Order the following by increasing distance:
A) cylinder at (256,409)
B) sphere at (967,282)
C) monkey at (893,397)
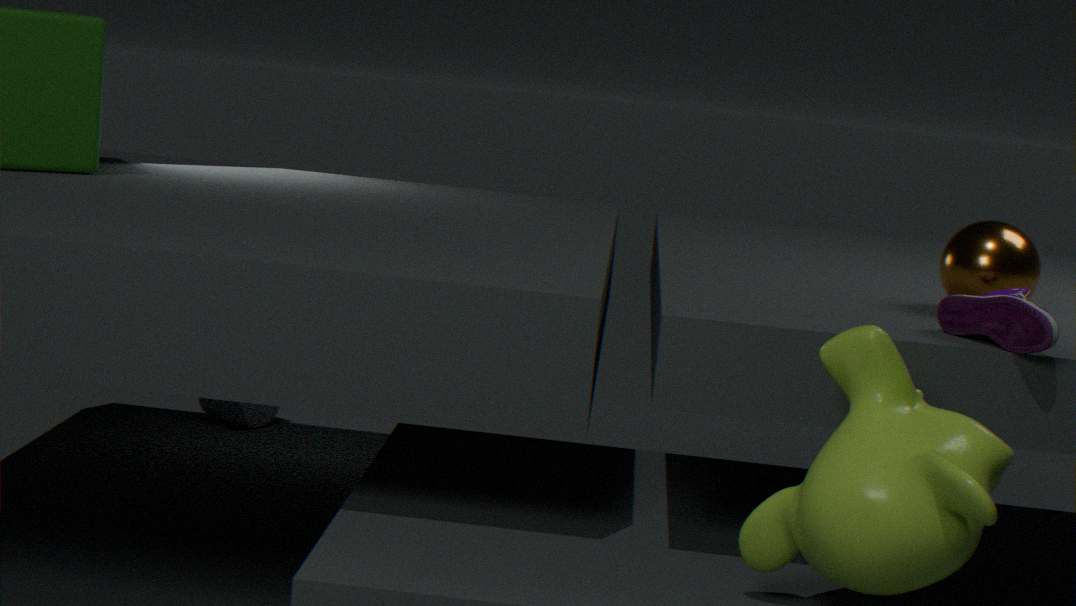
monkey at (893,397) → sphere at (967,282) → cylinder at (256,409)
